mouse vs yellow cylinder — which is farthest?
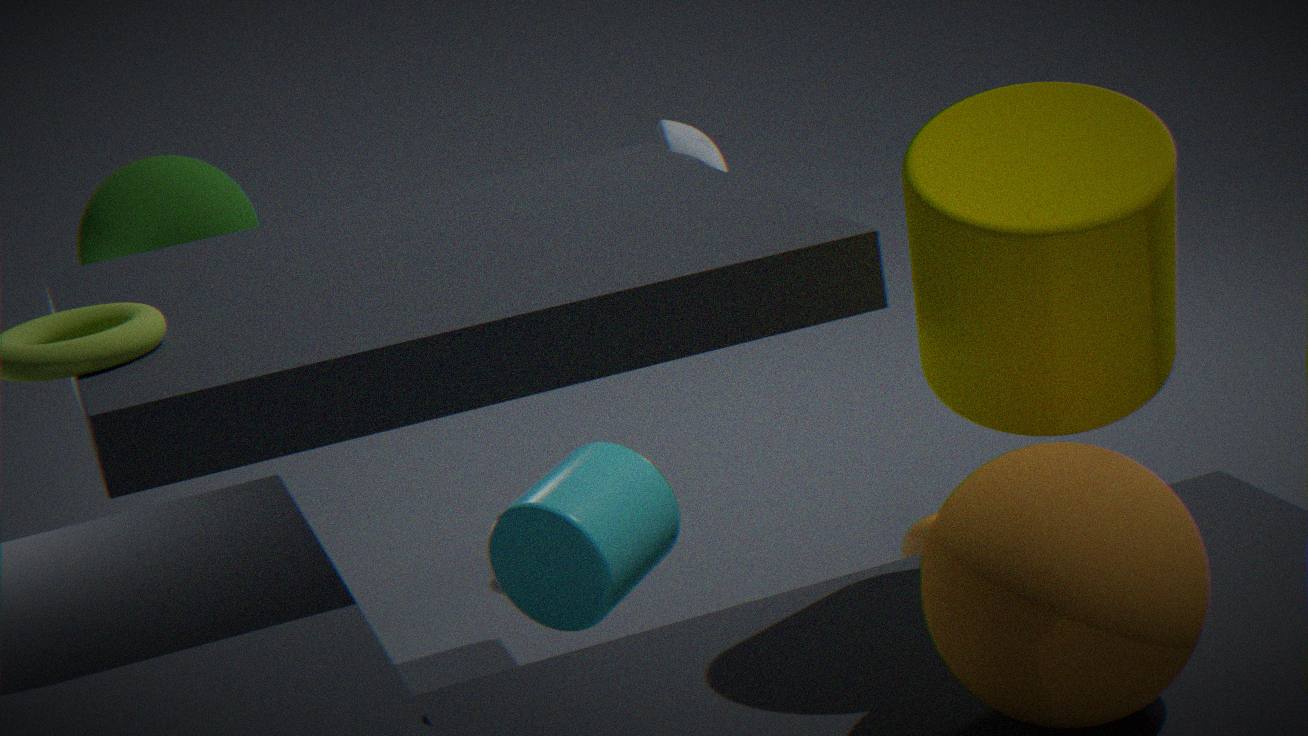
mouse
